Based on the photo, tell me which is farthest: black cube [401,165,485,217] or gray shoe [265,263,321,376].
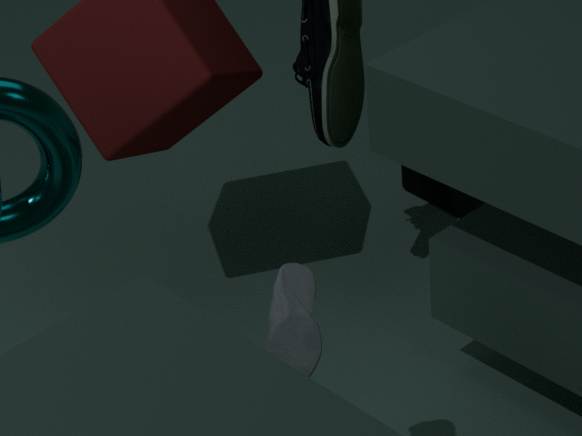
black cube [401,165,485,217]
